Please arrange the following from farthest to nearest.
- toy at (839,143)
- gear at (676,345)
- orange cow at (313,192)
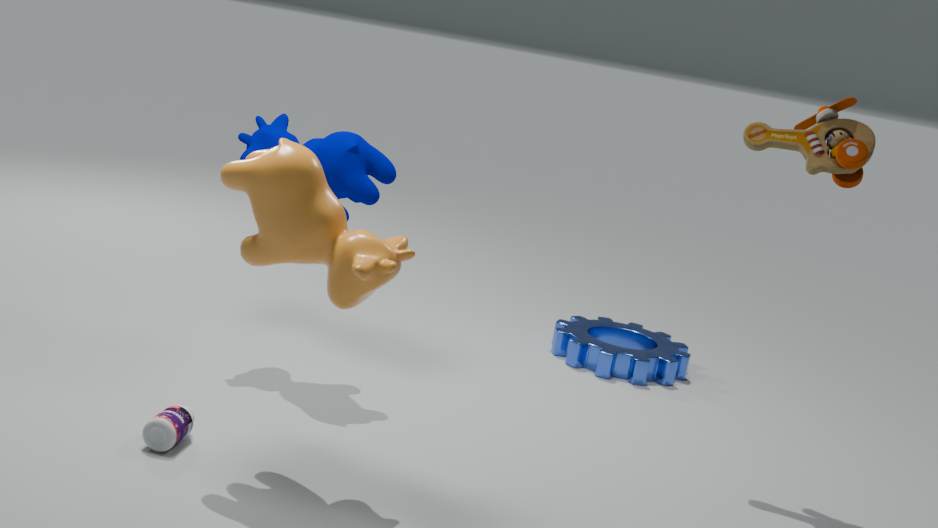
gear at (676,345), toy at (839,143), orange cow at (313,192)
